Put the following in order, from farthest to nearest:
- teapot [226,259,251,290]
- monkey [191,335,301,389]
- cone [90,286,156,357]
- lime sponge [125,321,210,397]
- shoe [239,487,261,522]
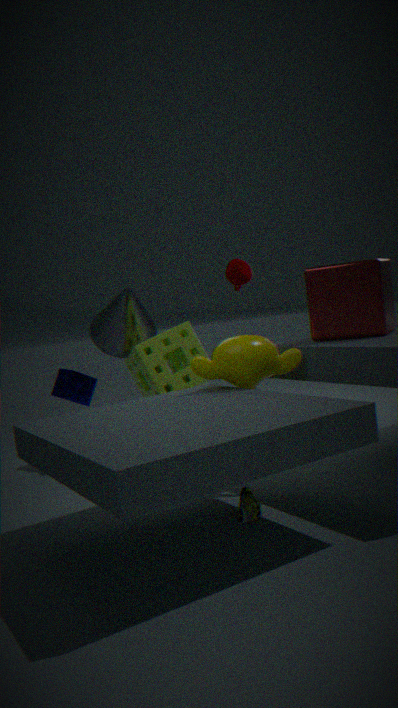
cone [90,286,156,357], teapot [226,259,251,290], lime sponge [125,321,210,397], monkey [191,335,301,389], shoe [239,487,261,522]
